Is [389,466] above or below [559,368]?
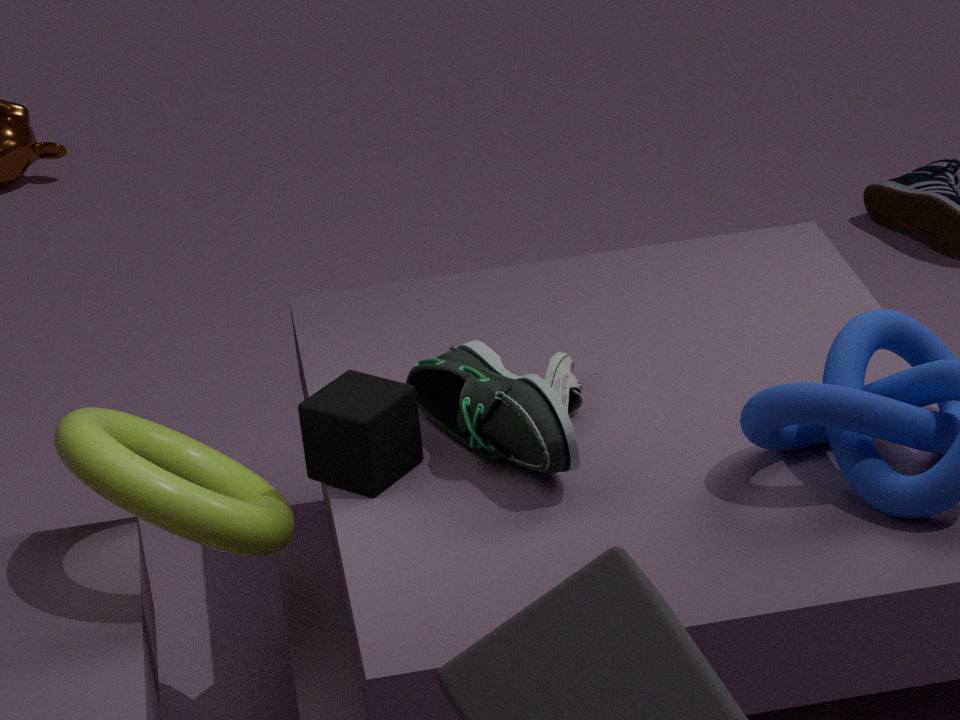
above
